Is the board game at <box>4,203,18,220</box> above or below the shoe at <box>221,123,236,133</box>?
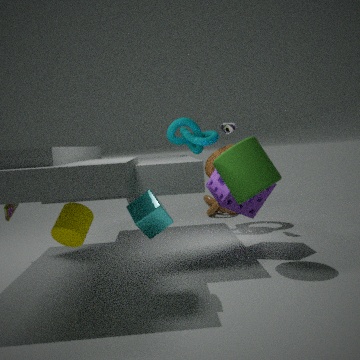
below
